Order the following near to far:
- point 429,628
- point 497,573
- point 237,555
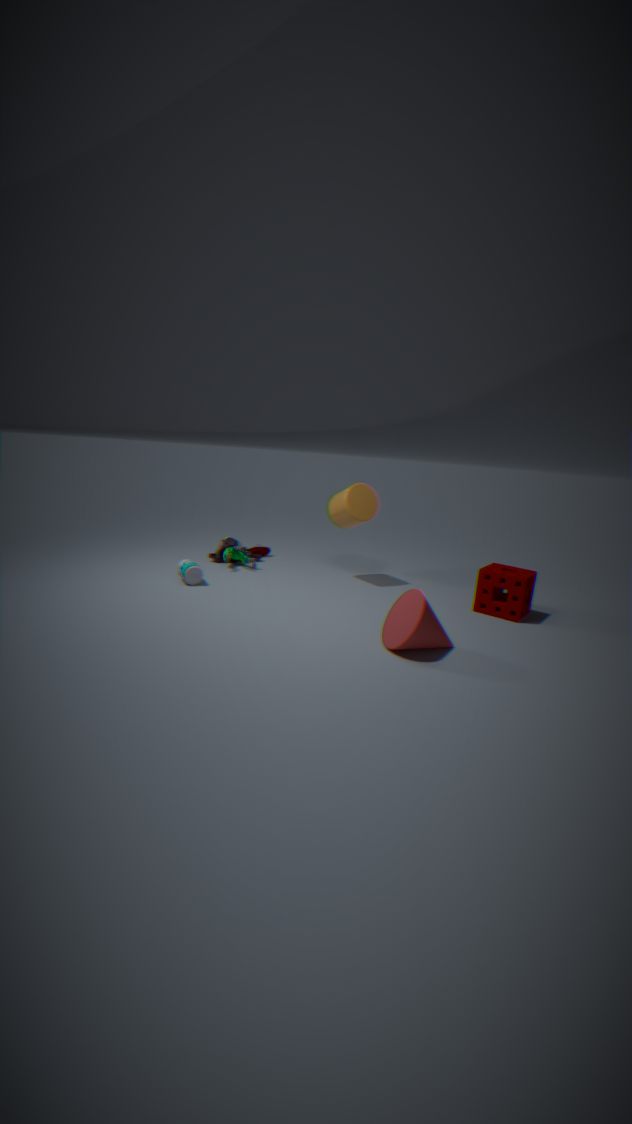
point 429,628 < point 497,573 < point 237,555
